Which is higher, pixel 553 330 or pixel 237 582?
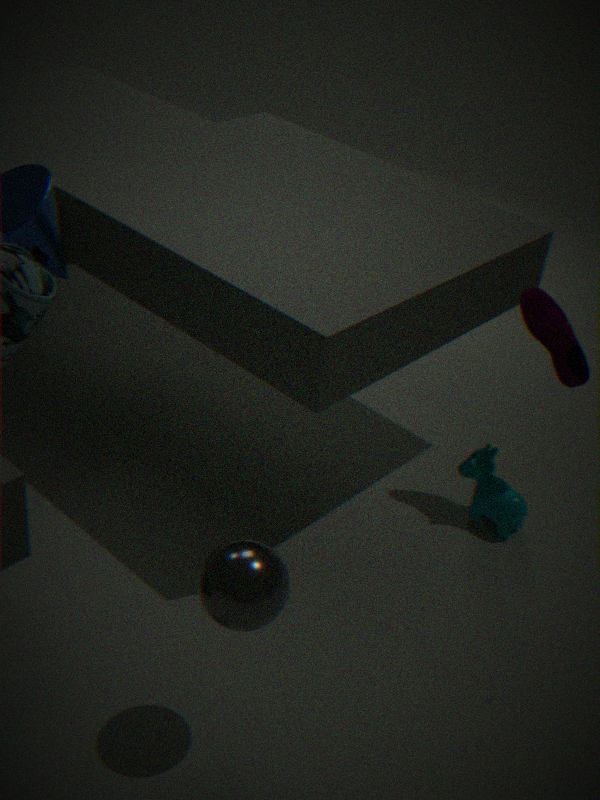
pixel 553 330
